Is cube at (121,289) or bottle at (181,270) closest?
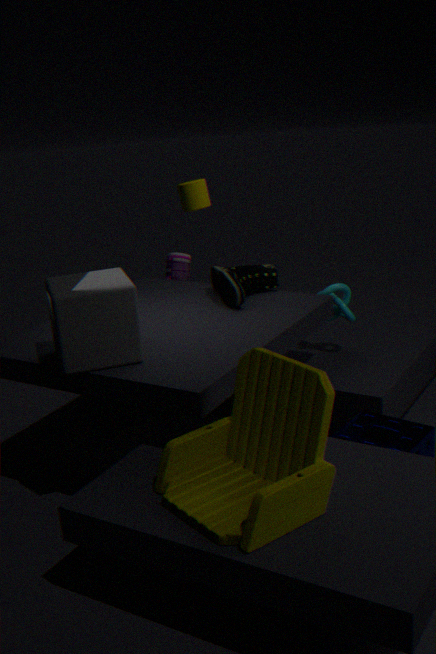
cube at (121,289)
